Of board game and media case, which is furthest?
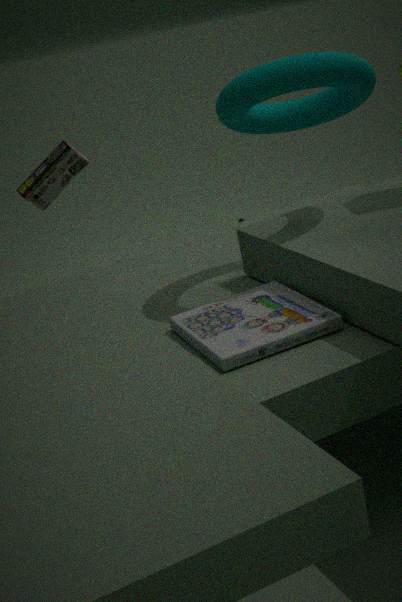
board game
